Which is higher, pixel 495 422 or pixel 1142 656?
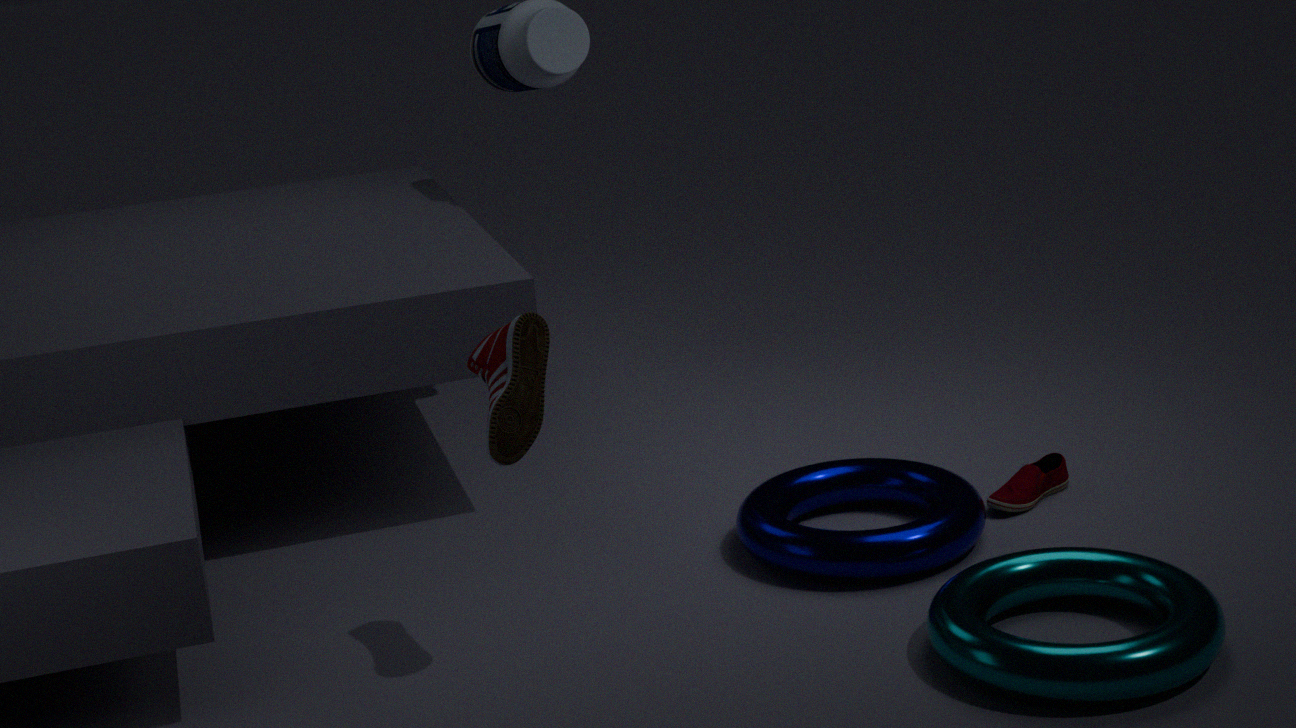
pixel 495 422
